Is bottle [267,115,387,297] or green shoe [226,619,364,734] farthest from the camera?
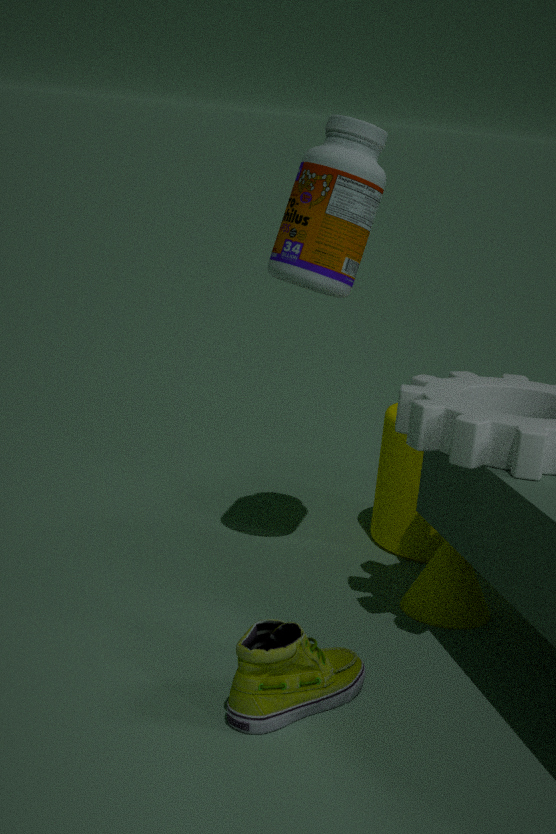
bottle [267,115,387,297]
